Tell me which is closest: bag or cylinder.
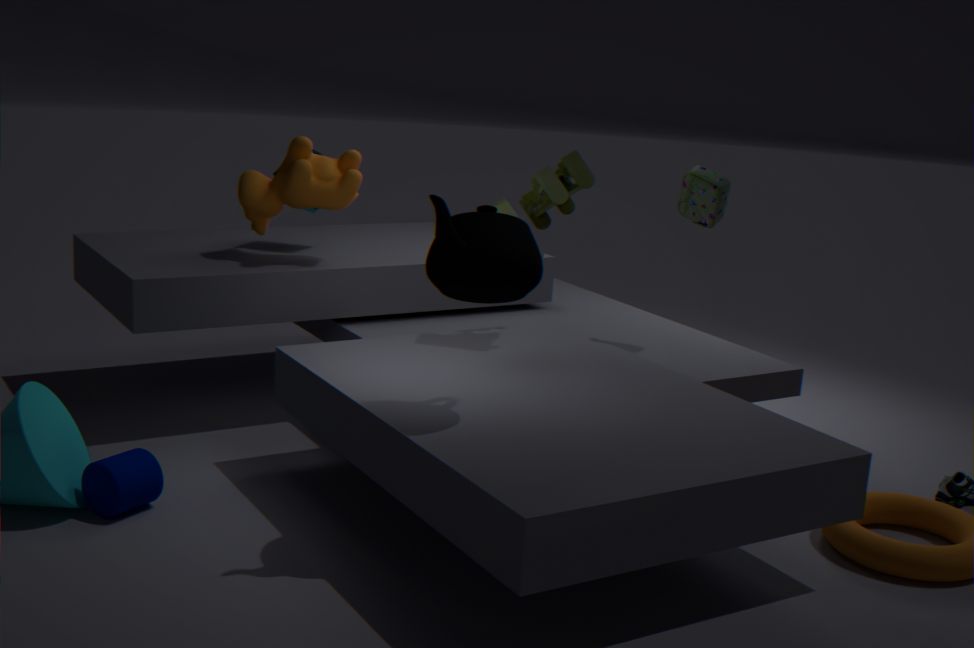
cylinder
